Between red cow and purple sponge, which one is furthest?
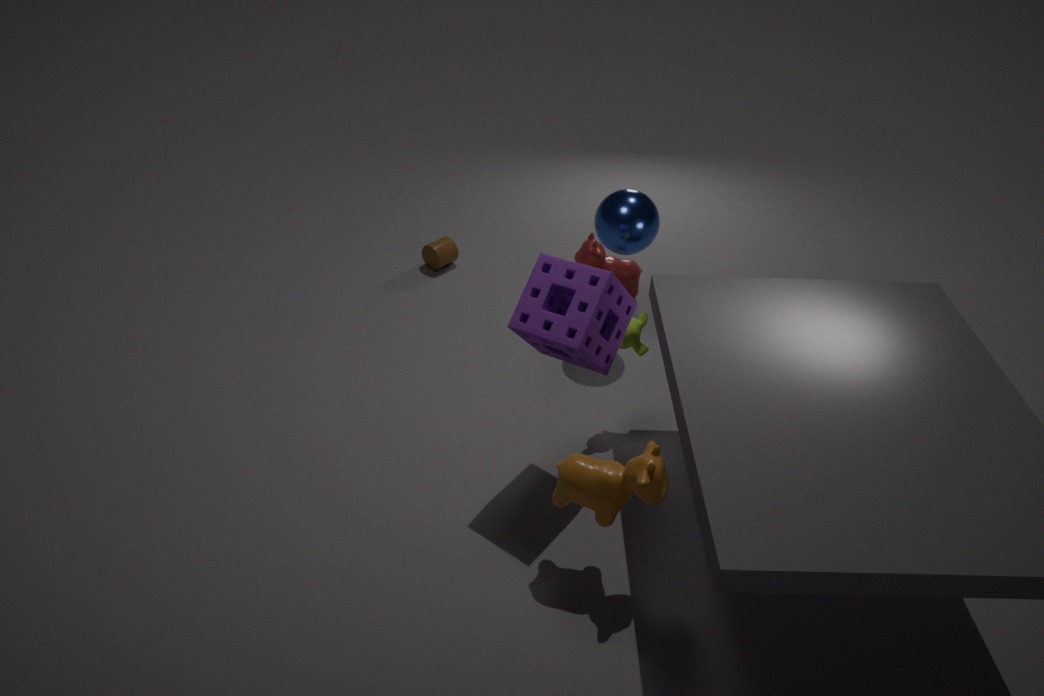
red cow
